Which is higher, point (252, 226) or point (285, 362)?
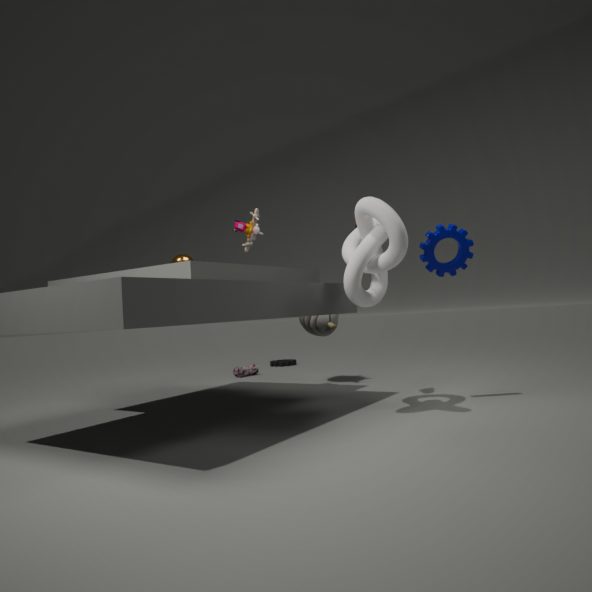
point (252, 226)
